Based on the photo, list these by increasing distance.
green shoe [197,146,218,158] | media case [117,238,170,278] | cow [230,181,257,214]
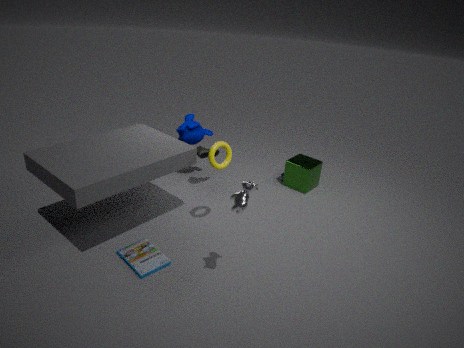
cow [230,181,257,214]
media case [117,238,170,278]
green shoe [197,146,218,158]
